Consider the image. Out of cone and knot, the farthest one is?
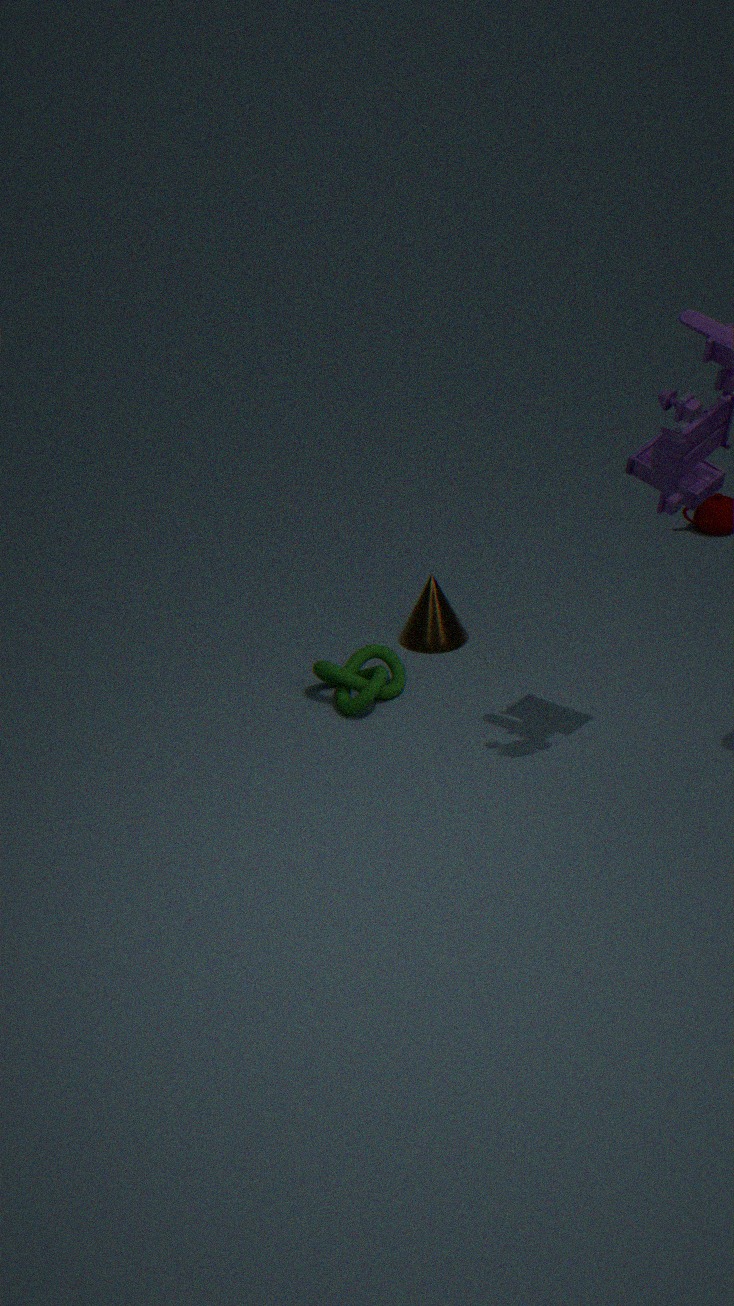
cone
